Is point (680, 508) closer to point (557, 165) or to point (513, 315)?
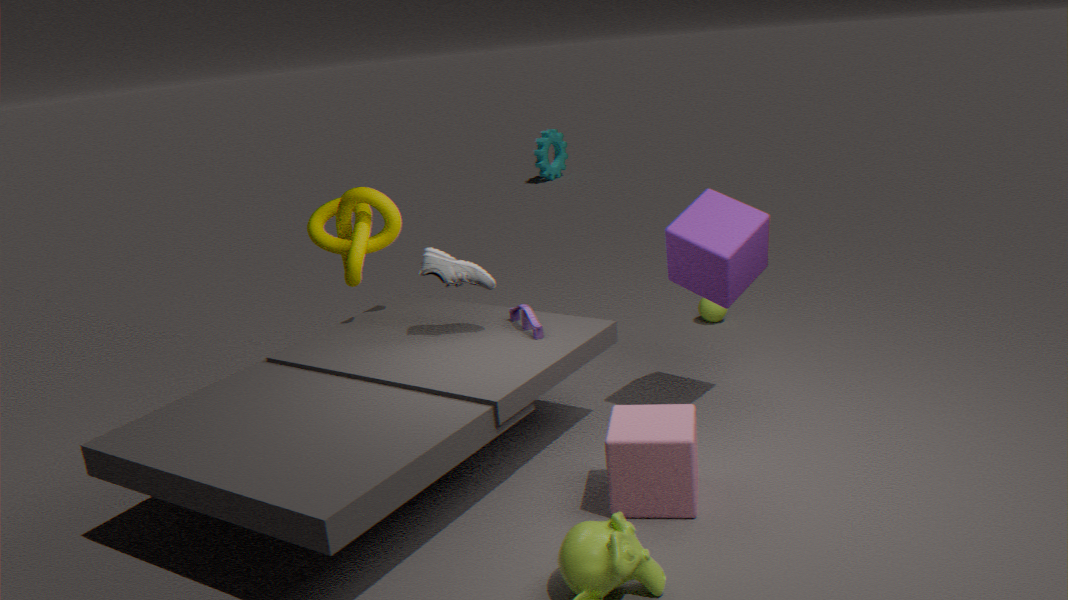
point (513, 315)
